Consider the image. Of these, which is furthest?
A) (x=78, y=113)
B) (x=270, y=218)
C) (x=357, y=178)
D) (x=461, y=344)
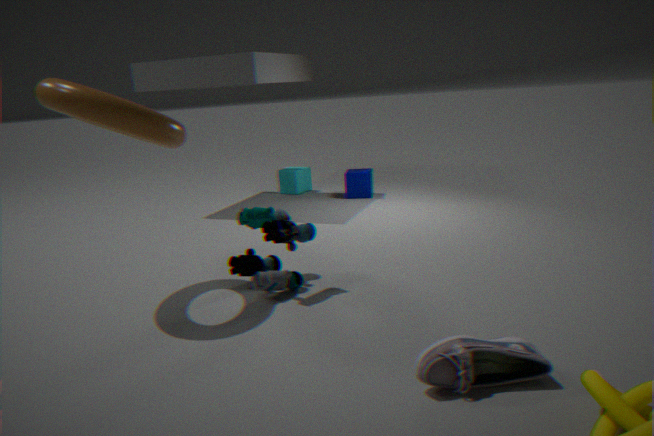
(x=357, y=178)
